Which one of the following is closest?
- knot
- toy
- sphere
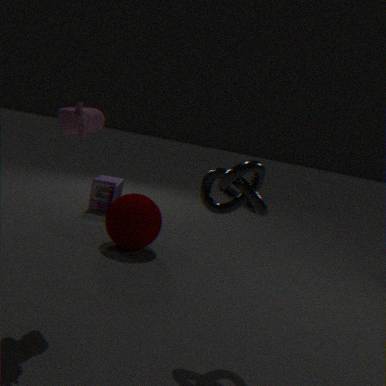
knot
